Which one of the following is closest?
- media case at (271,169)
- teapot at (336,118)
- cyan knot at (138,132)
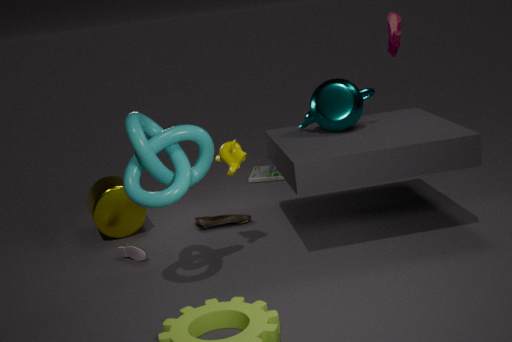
cyan knot at (138,132)
